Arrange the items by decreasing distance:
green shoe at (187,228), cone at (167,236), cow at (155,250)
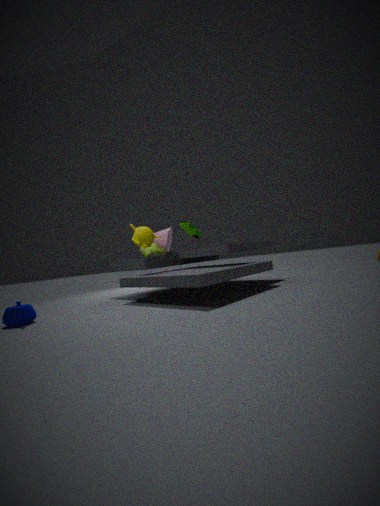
green shoe at (187,228)
cow at (155,250)
cone at (167,236)
